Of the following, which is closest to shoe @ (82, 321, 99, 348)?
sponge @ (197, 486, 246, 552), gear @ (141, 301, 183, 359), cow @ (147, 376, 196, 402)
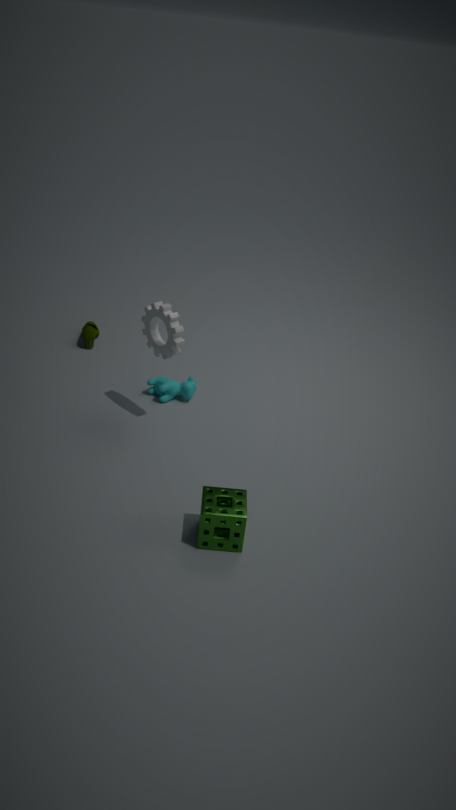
cow @ (147, 376, 196, 402)
